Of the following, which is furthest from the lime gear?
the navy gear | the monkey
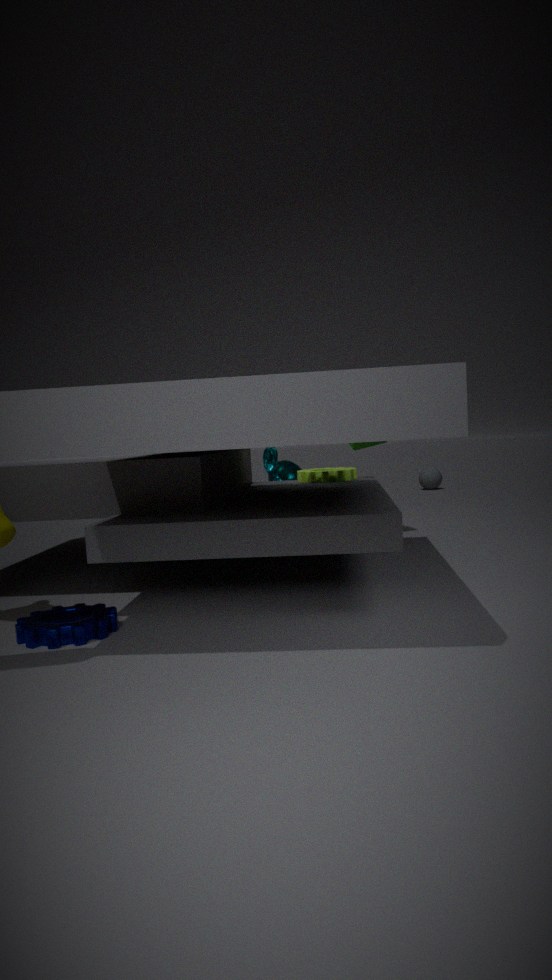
the navy gear
